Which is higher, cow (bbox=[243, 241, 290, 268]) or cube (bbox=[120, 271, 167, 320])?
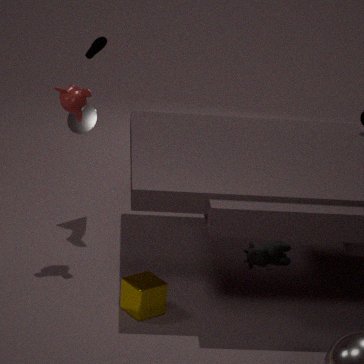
cow (bbox=[243, 241, 290, 268])
